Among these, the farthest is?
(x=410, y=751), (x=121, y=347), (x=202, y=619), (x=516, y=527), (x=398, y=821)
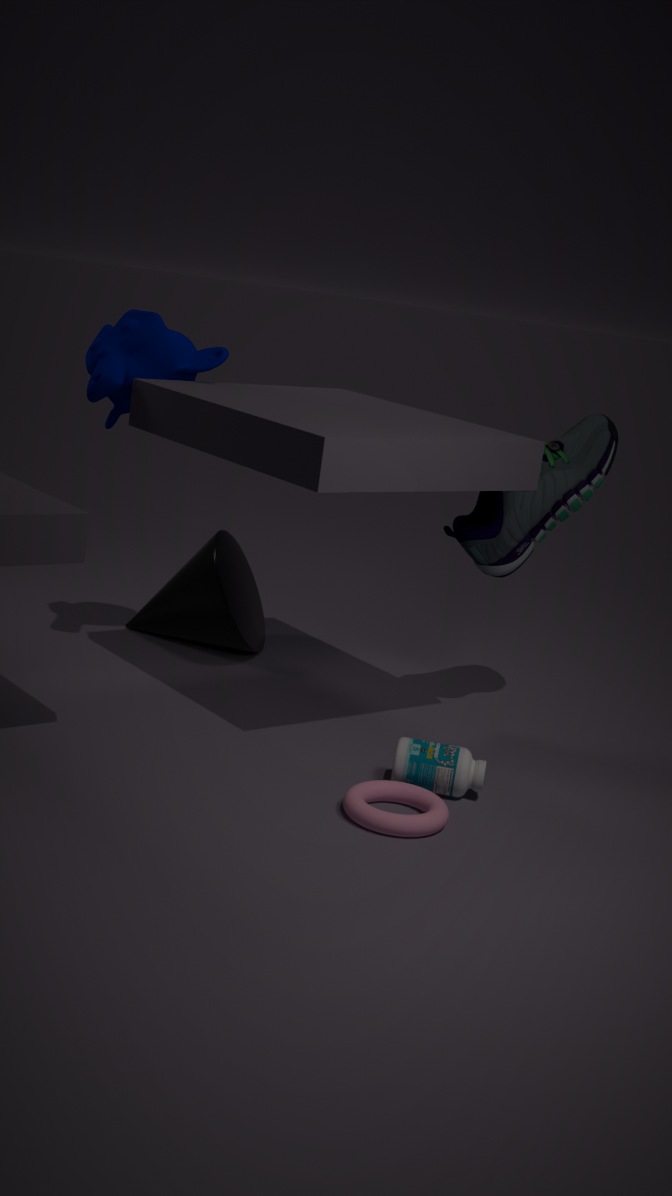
(x=202, y=619)
